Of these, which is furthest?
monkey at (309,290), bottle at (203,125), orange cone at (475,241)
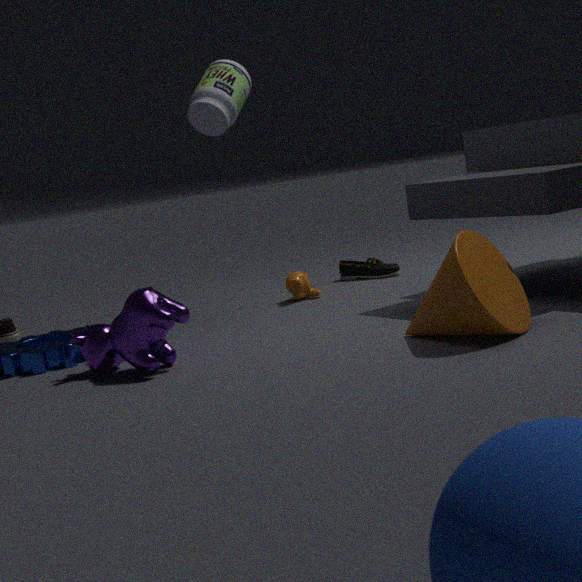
monkey at (309,290)
